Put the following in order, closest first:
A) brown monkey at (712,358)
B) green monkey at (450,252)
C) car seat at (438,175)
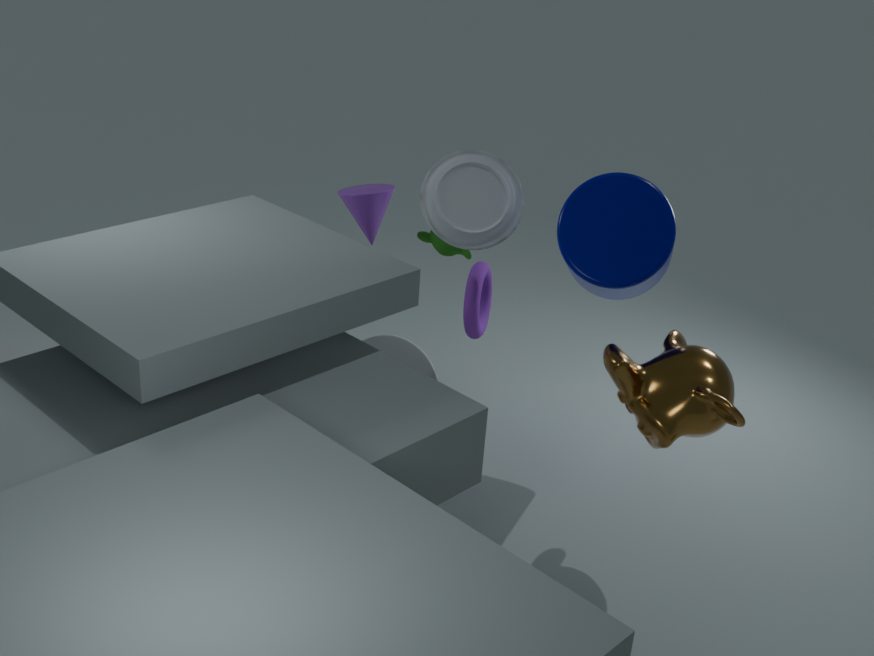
brown monkey at (712,358) → car seat at (438,175) → green monkey at (450,252)
